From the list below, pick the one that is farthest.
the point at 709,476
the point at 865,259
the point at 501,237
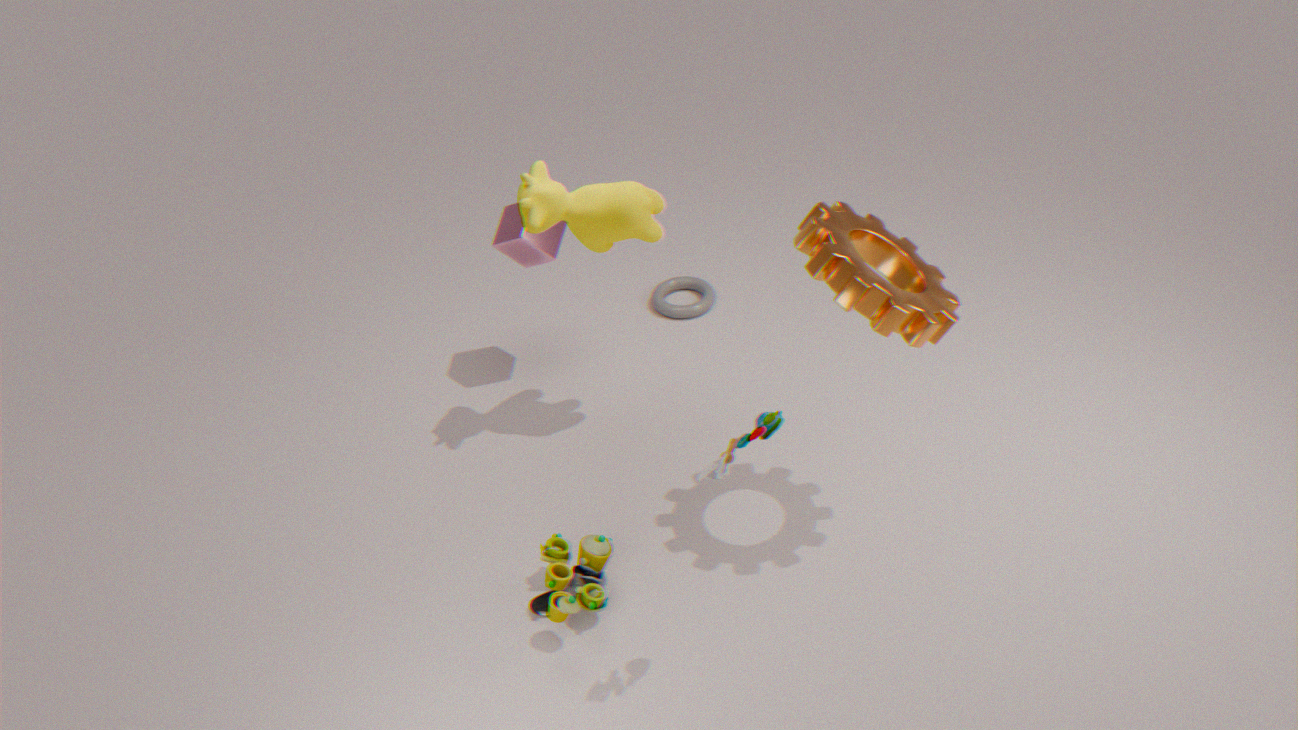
the point at 501,237
